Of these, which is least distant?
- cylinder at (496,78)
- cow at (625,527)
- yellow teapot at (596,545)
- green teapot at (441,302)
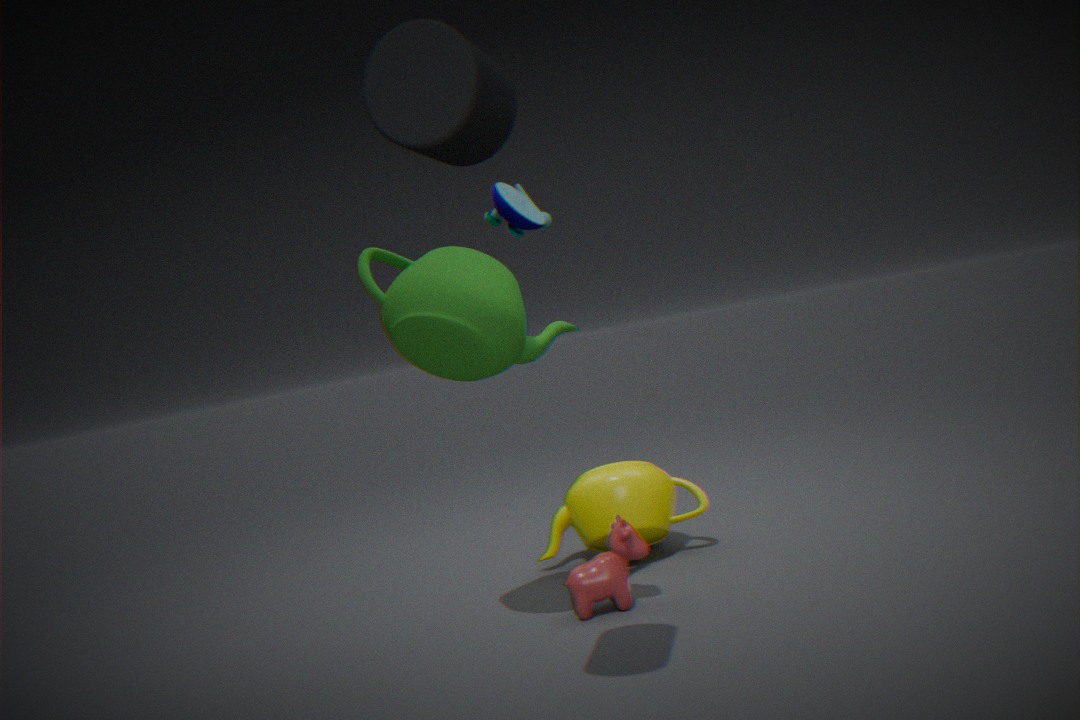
cylinder at (496,78)
